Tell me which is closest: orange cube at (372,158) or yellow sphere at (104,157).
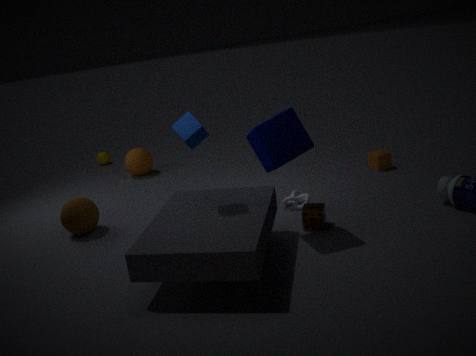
orange cube at (372,158)
